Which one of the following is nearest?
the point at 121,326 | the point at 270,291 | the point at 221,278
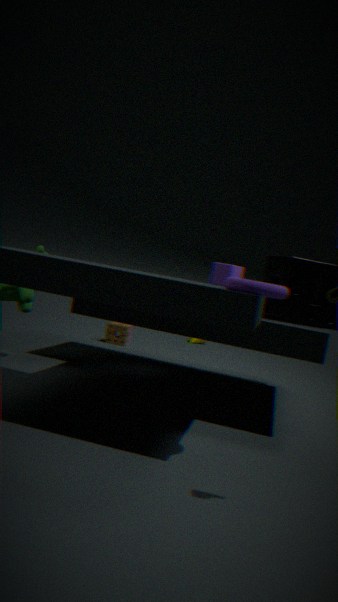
the point at 270,291
